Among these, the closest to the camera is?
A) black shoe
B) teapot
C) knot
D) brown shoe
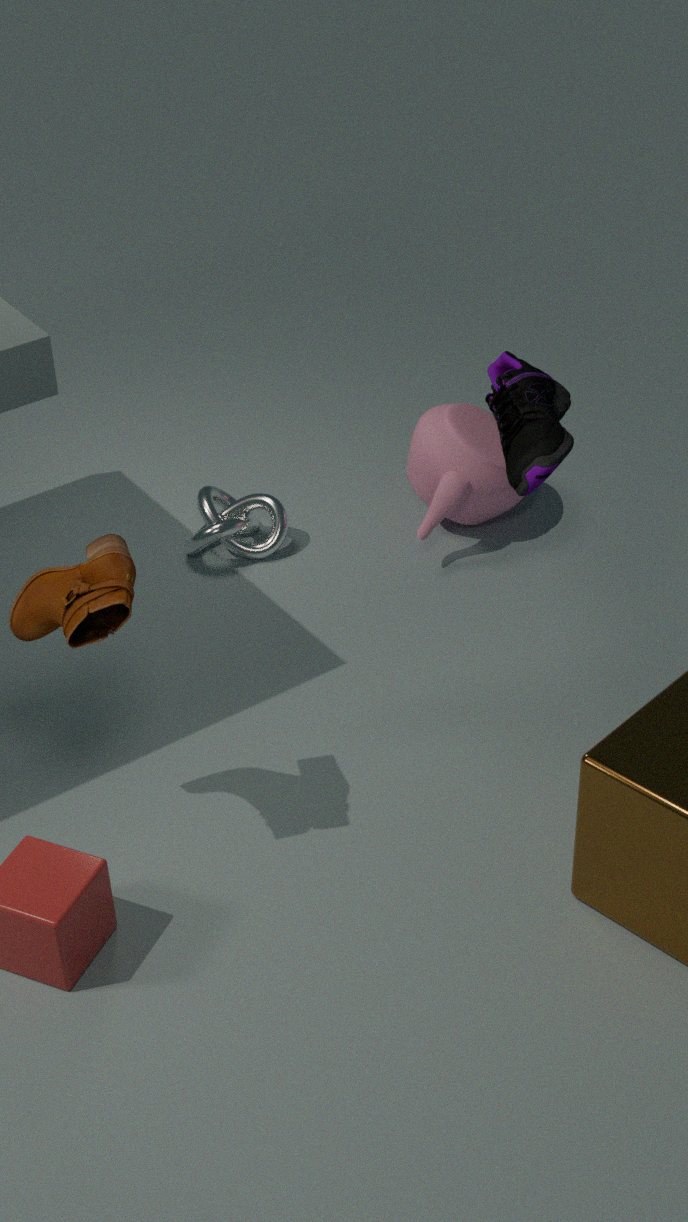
black shoe
